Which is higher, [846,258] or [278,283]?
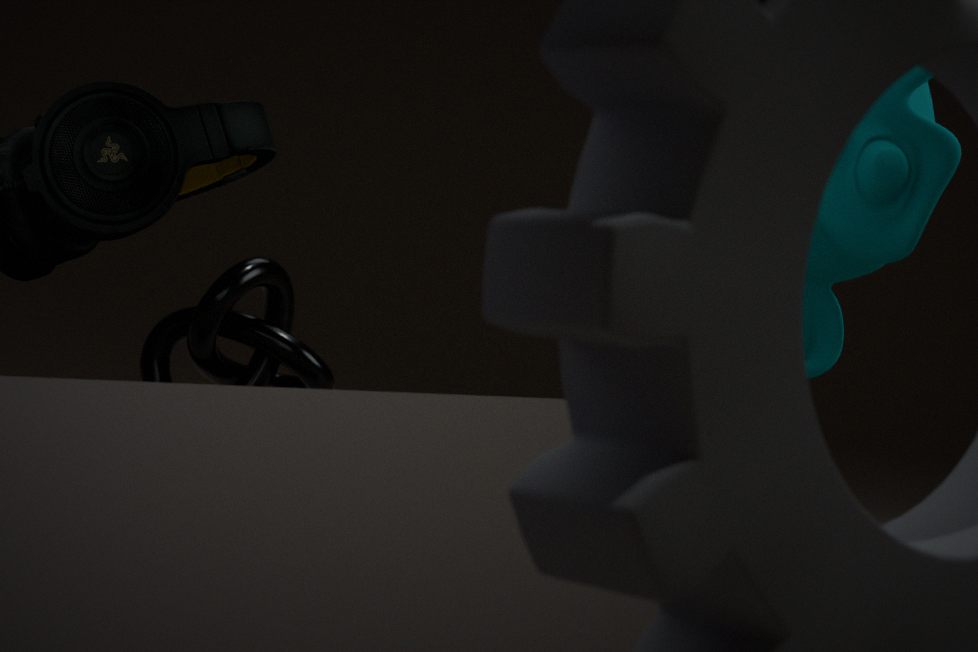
[846,258]
